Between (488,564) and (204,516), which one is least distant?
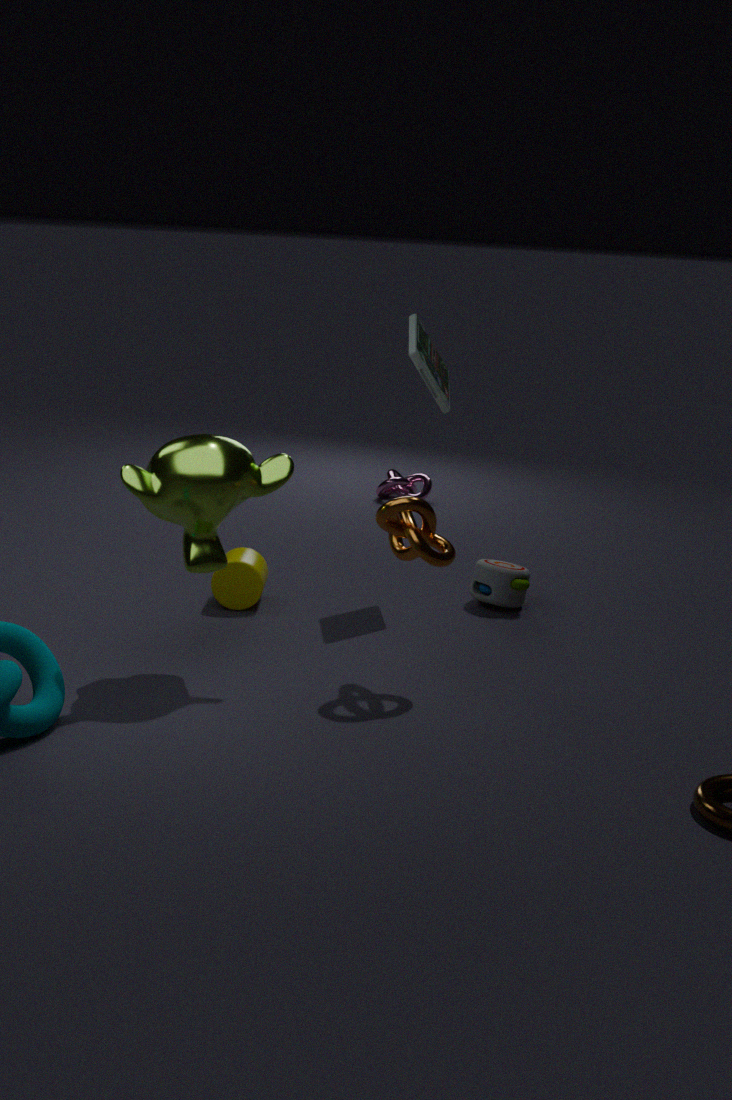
(204,516)
